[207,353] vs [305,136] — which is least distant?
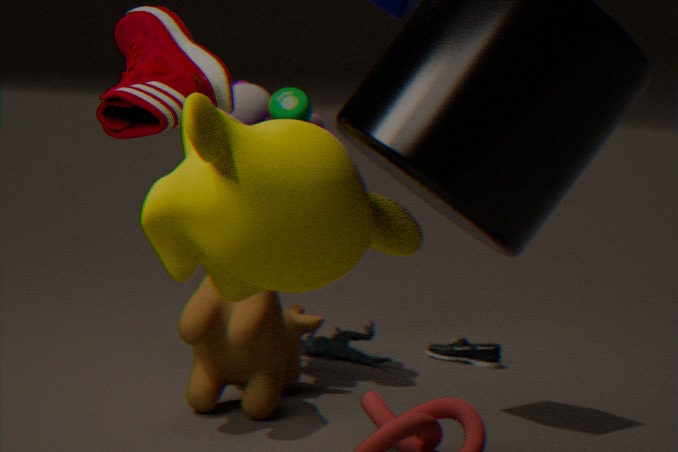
[305,136]
